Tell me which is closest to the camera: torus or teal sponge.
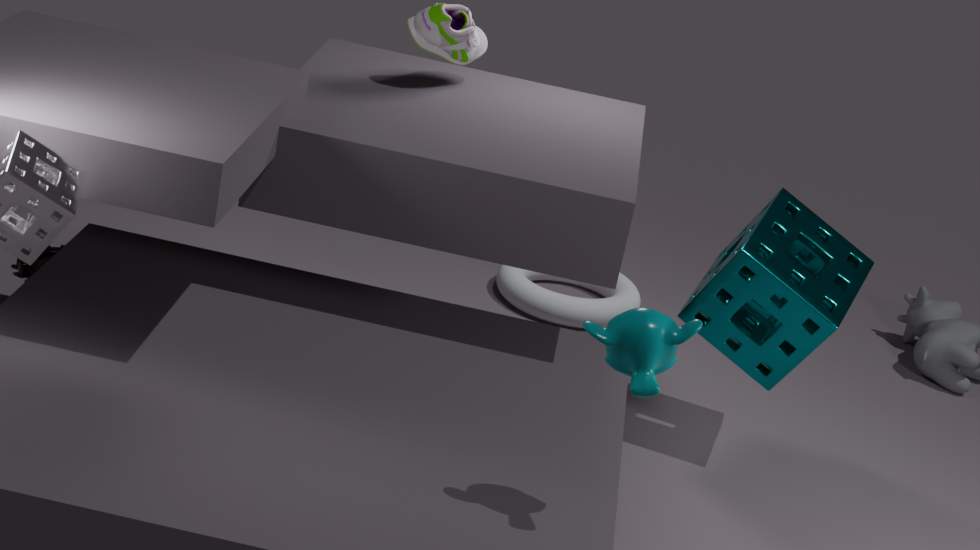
teal sponge
